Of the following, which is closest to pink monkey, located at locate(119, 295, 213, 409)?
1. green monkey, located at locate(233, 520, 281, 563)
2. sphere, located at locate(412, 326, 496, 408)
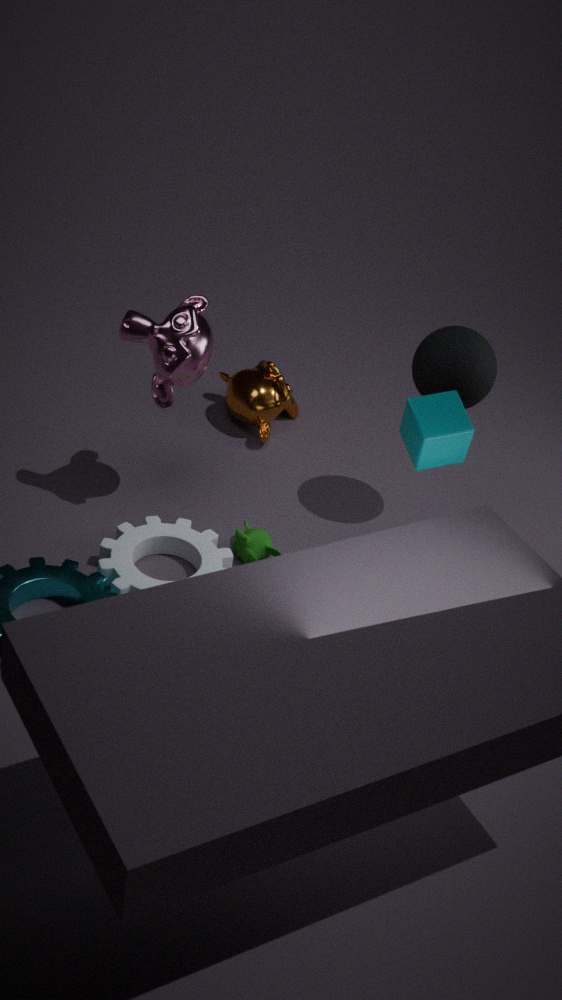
green monkey, located at locate(233, 520, 281, 563)
